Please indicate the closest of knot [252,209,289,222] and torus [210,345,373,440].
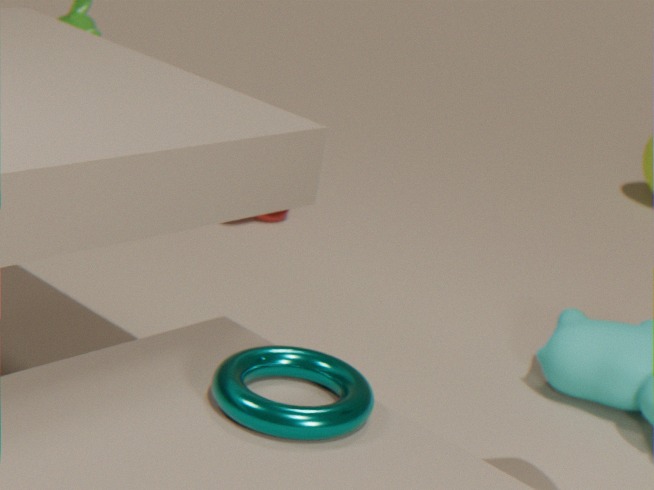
torus [210,345,373,440]
